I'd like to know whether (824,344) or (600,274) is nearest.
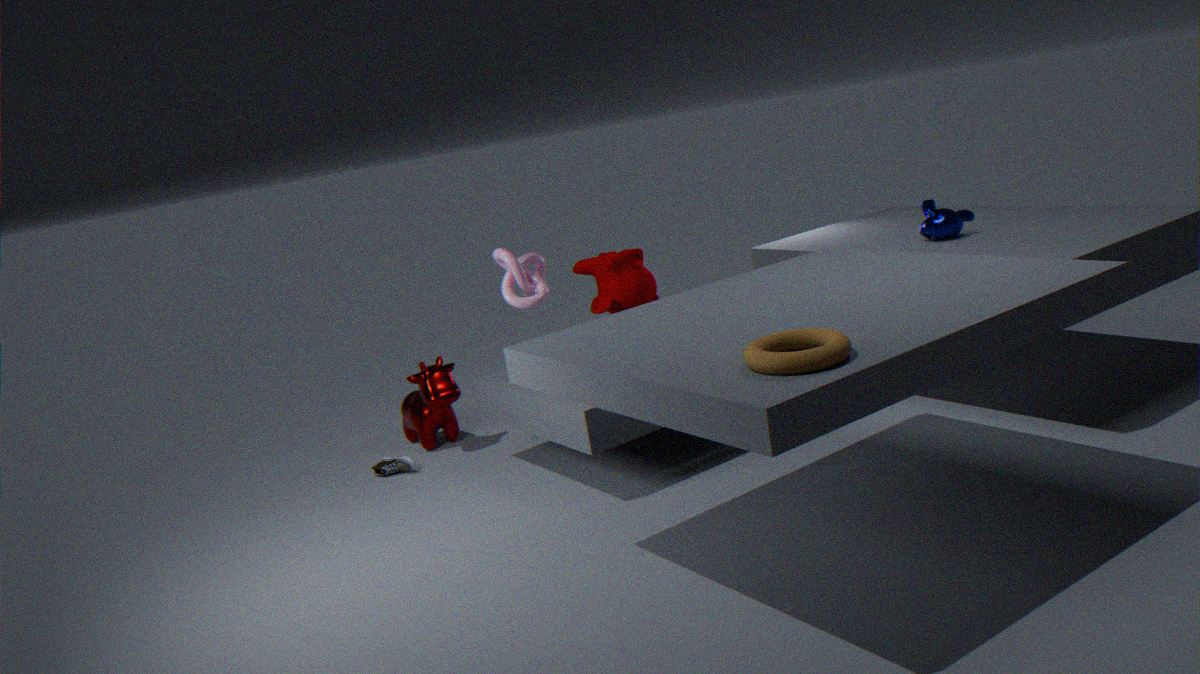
(824,344)
